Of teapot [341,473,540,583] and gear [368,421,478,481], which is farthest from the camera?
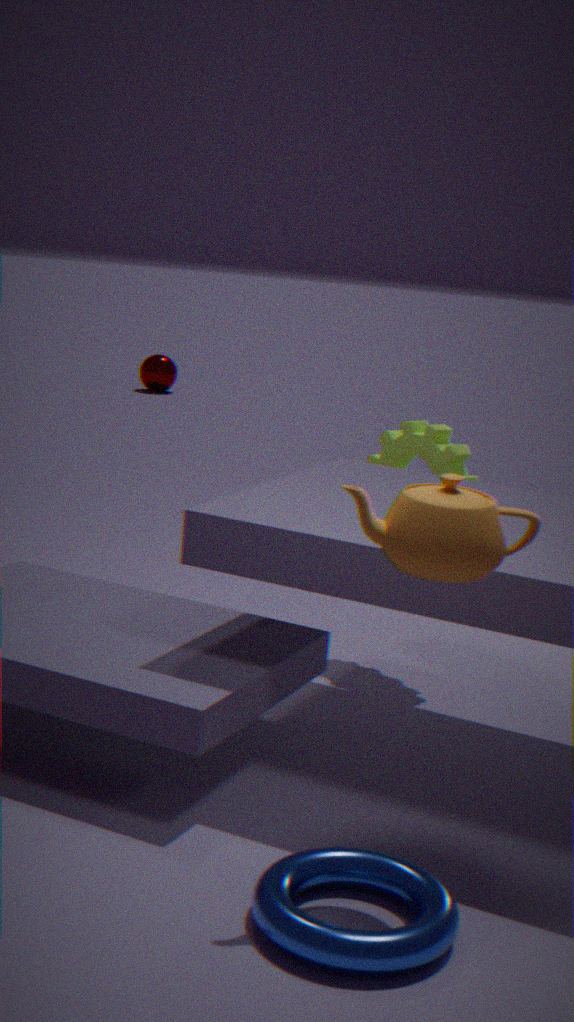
gear [368,421,478,481]
